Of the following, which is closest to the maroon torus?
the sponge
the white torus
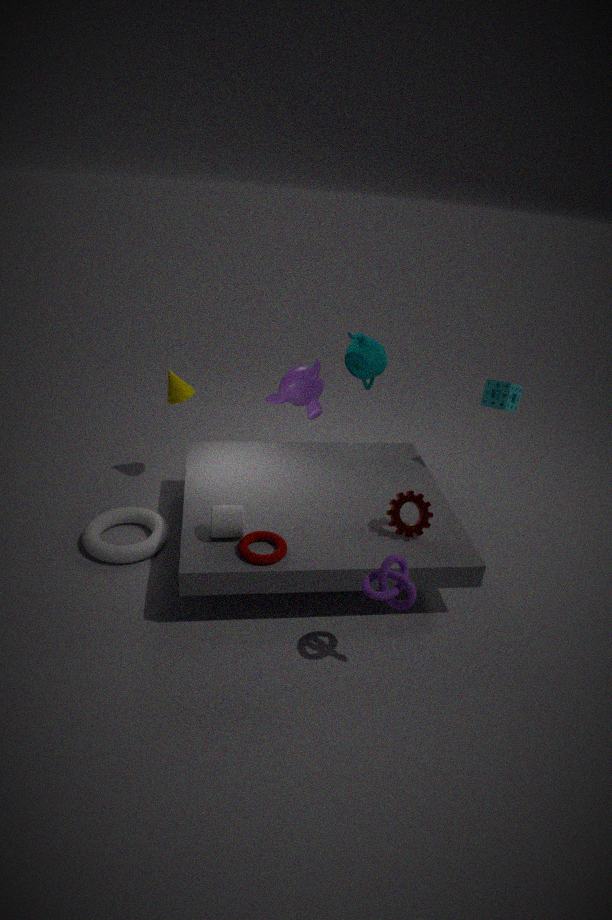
the white torus
